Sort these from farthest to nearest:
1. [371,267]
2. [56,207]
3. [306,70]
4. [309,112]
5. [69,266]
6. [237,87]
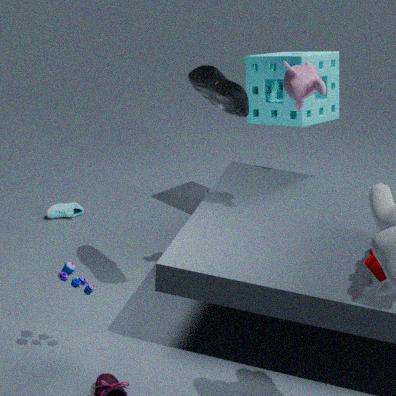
[56,207] → [309,112] → [306,70] → [237,87] → [69,266] → [371,267]
